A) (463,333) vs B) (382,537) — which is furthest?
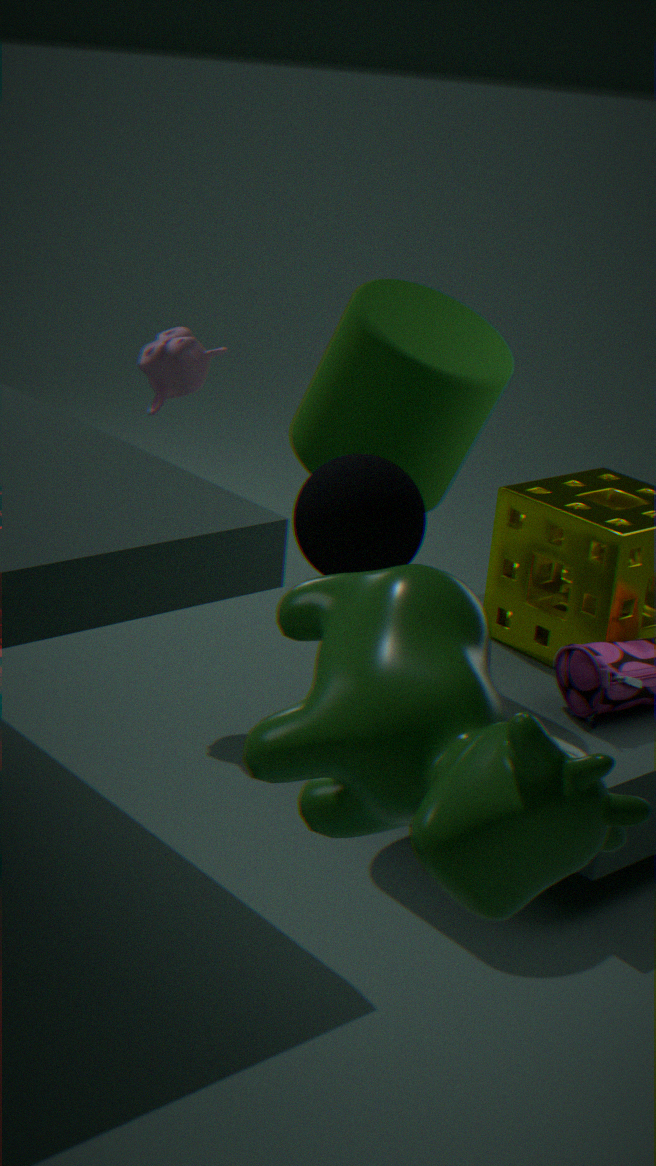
A. (463,333)
